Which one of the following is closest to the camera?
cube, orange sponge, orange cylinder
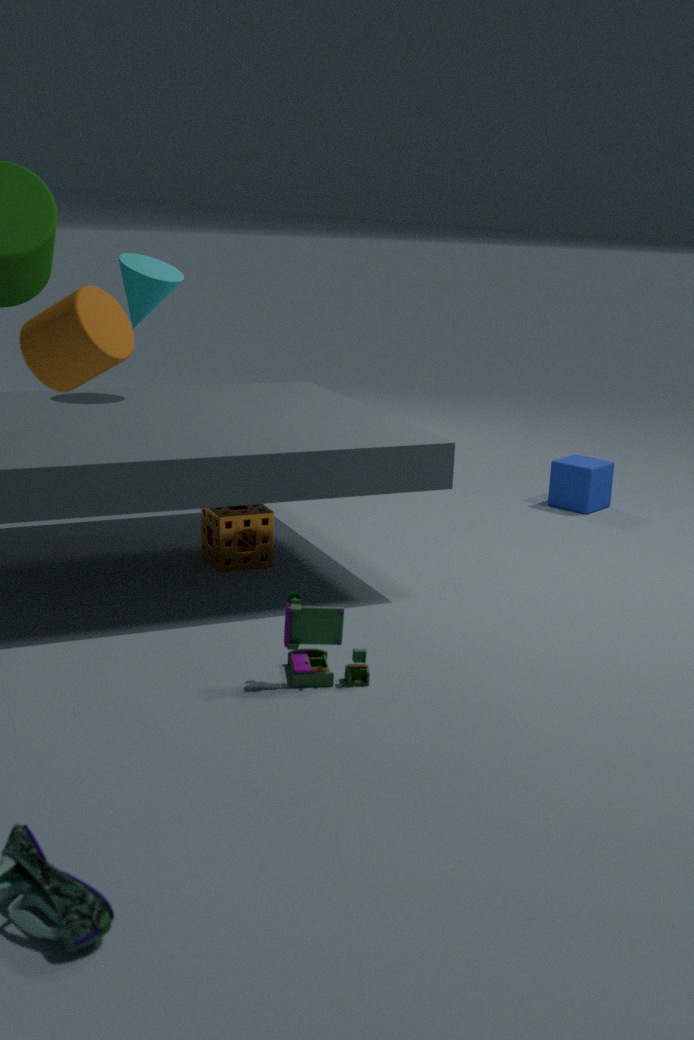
orange cylinder
